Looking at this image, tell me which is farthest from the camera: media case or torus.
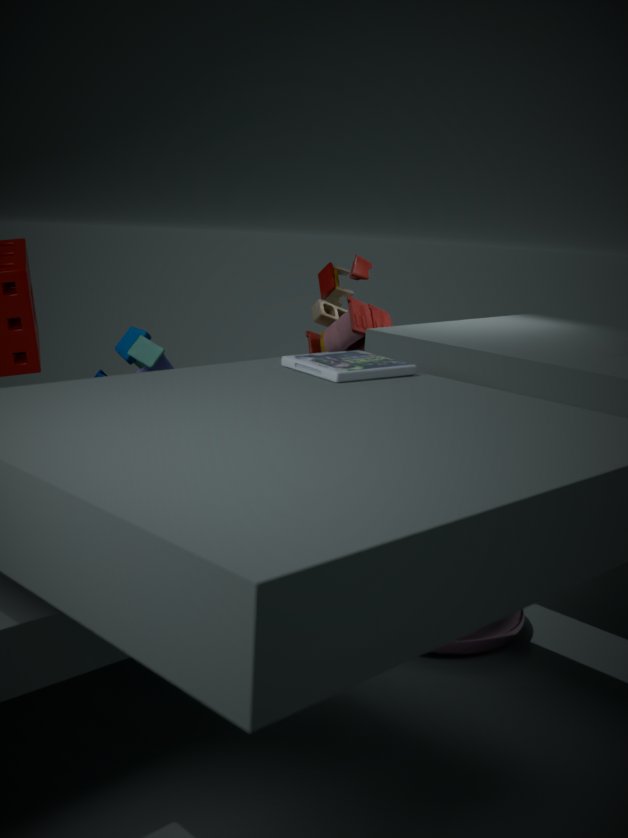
torus
